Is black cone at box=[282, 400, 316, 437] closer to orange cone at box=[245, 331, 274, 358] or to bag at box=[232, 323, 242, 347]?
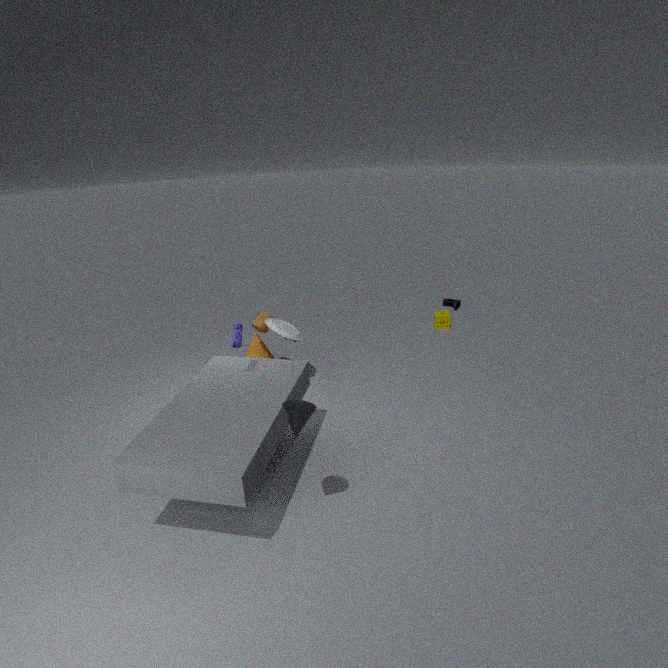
bag at box=[232, 323, 242, 347]
